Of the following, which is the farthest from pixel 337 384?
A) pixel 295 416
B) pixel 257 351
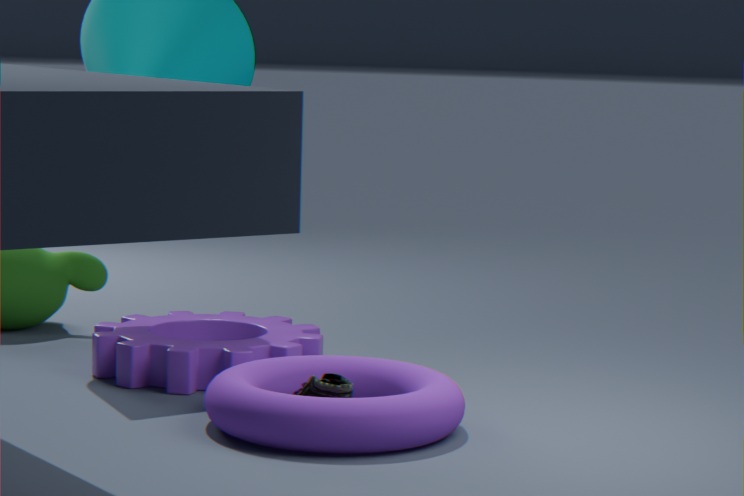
pixel 257 351
